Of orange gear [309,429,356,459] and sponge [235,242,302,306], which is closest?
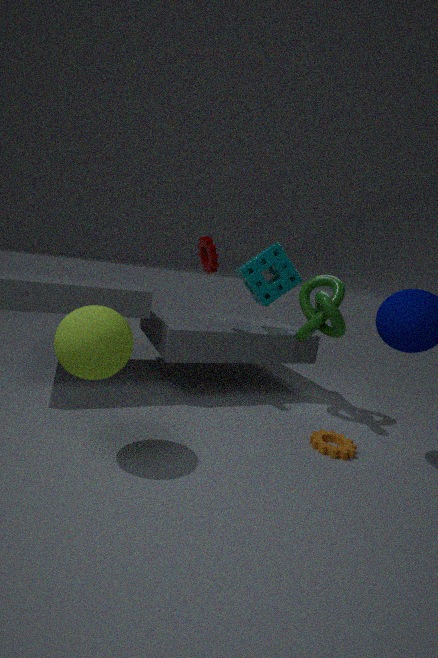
orange gear [309,429,356,459]
